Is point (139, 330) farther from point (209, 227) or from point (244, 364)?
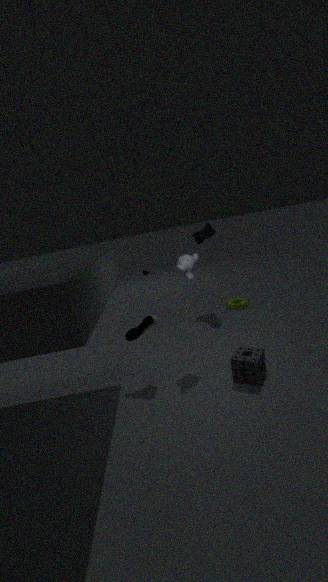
point (209, 227)
